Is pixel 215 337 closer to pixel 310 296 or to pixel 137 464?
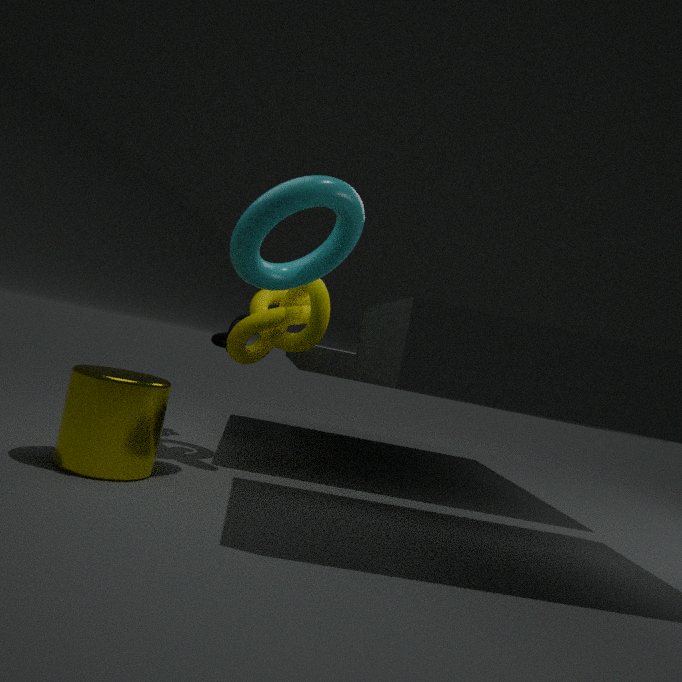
pixel 310 296
